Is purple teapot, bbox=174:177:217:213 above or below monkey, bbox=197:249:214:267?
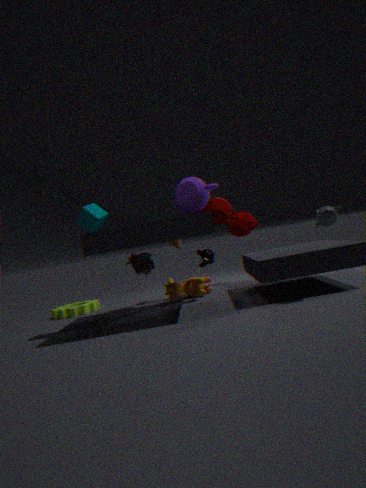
above
